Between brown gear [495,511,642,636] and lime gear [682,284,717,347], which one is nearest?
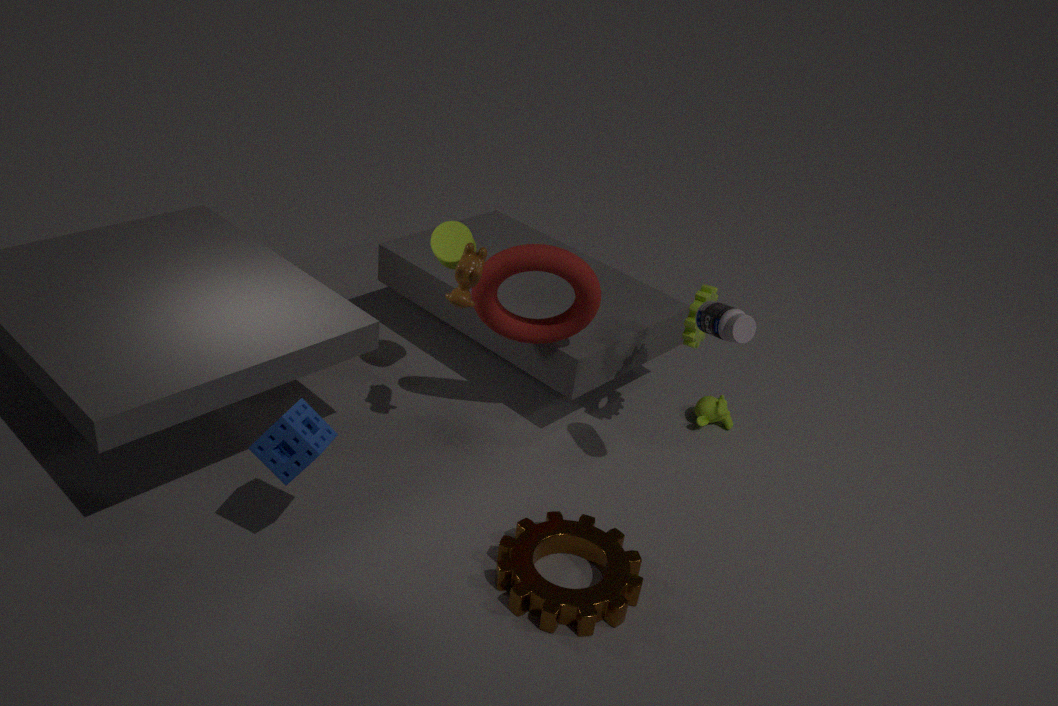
brown gear [495,511,642,636]
